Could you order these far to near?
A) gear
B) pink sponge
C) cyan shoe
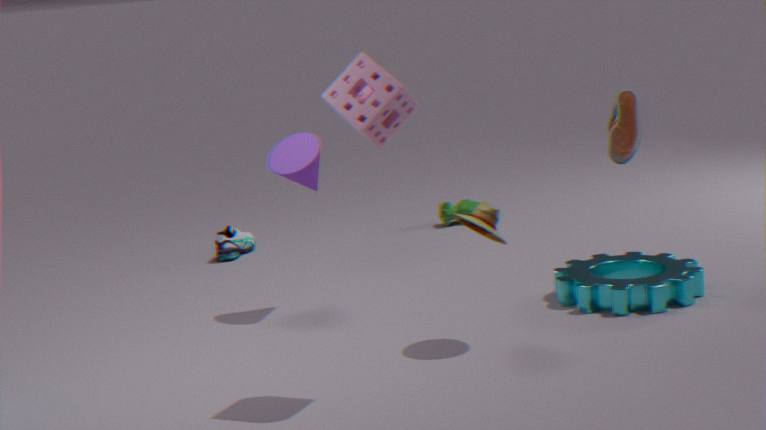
cyan shoe
gear
pink sponge
